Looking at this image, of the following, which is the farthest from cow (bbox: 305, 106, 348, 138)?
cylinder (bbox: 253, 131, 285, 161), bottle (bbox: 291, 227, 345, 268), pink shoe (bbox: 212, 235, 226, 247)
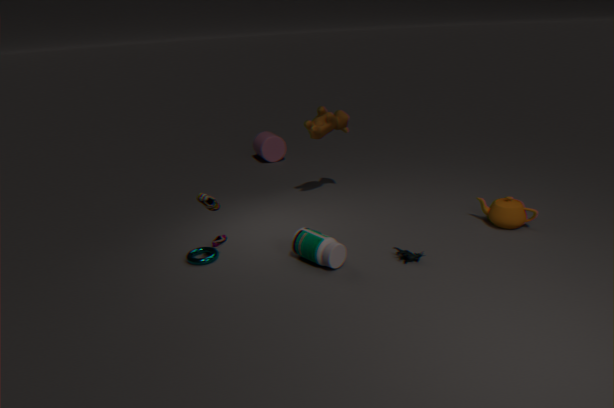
cylinder (bbox: 253, 131, 285, 161)
